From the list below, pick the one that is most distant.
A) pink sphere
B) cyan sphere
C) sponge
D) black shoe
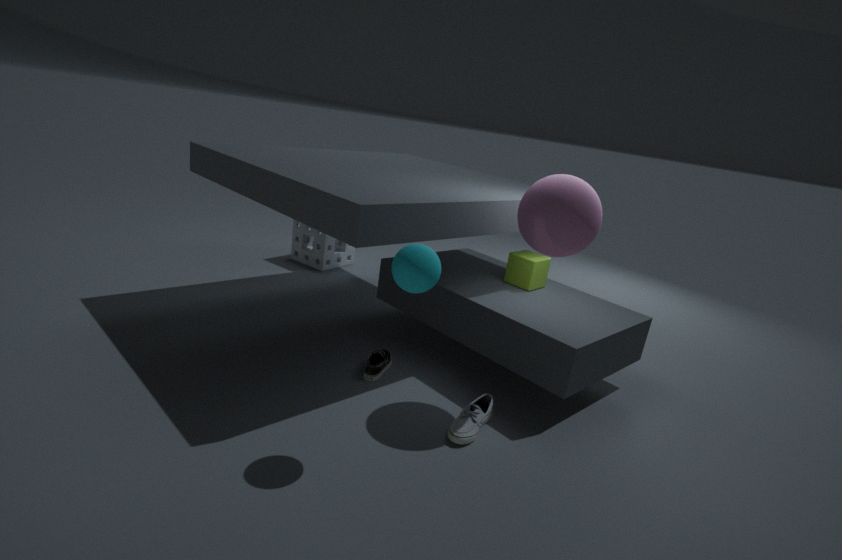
sponge
